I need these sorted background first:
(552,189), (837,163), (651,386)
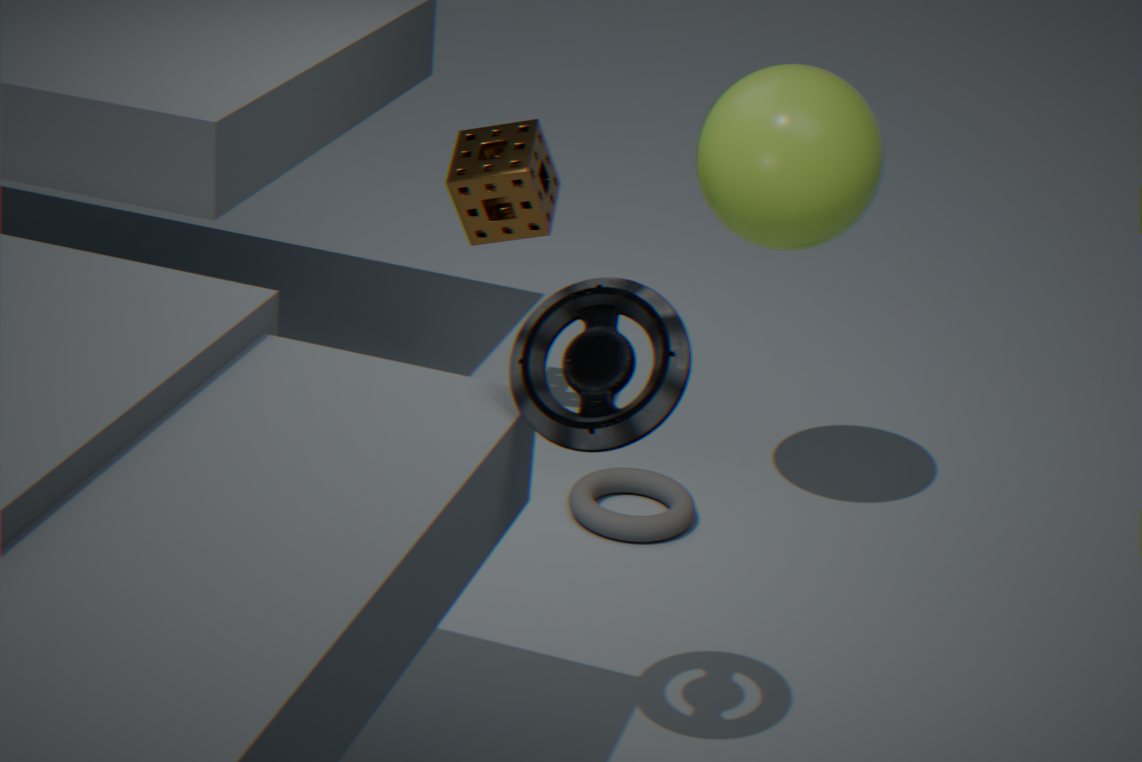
(552,189)
(837,163)
(651,386)
